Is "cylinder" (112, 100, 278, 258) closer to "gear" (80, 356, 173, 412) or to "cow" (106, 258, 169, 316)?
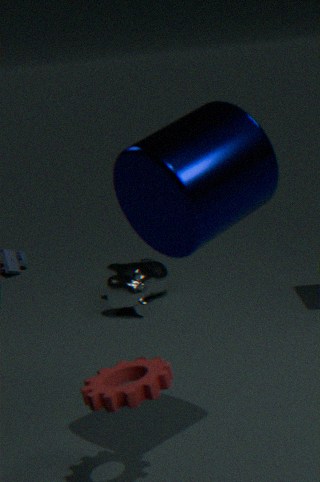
"gear" (80, 356, 173, 412)
